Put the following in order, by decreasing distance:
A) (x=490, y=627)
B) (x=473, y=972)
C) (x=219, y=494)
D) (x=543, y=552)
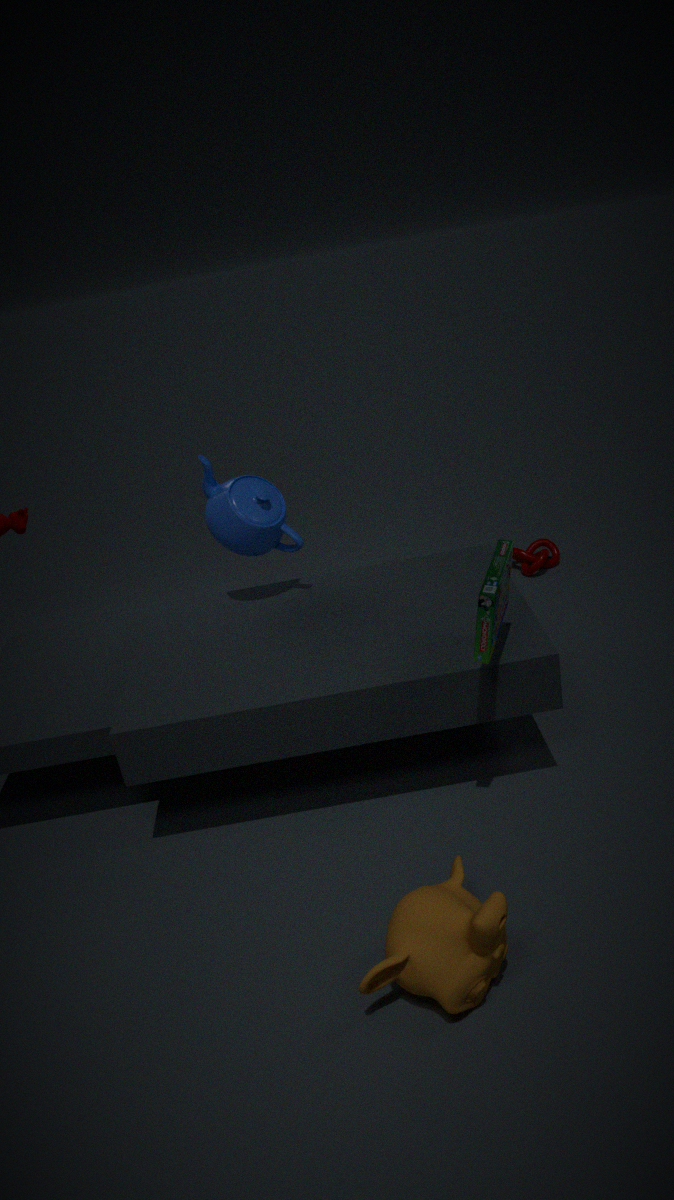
(x=543, y=552) < (x=219, y=494) < (x=490, y=627) < (x=473, y=972)
